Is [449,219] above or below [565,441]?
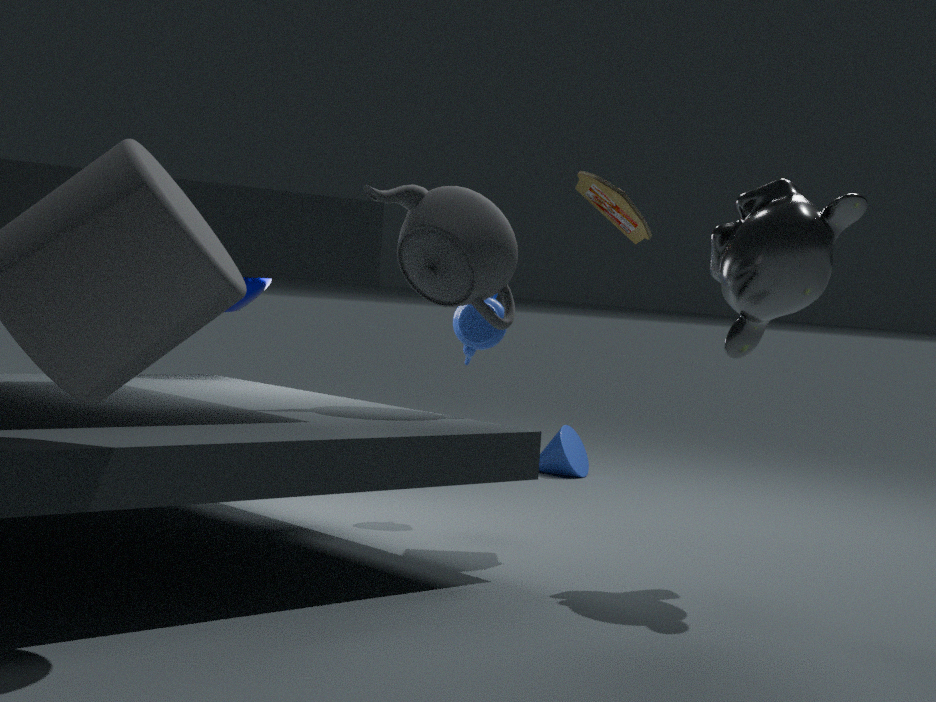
above
